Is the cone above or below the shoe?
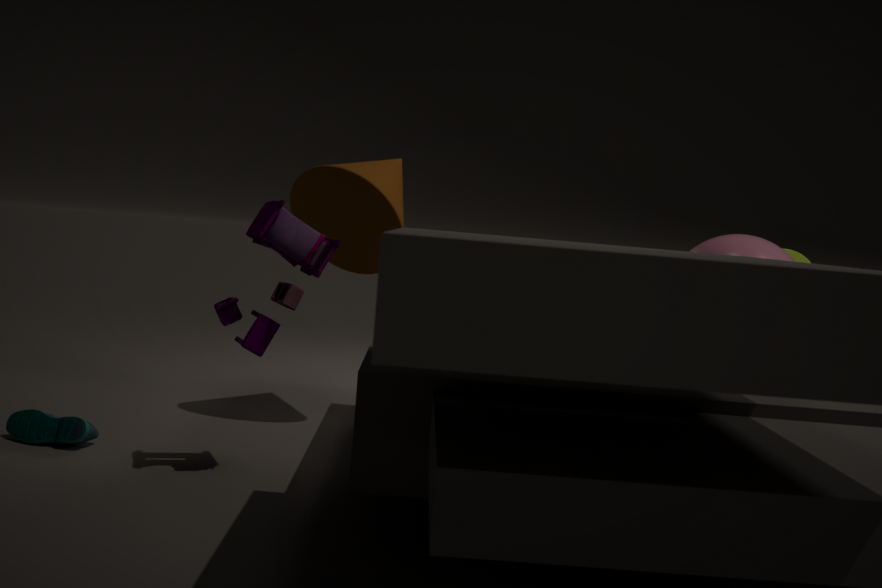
above
